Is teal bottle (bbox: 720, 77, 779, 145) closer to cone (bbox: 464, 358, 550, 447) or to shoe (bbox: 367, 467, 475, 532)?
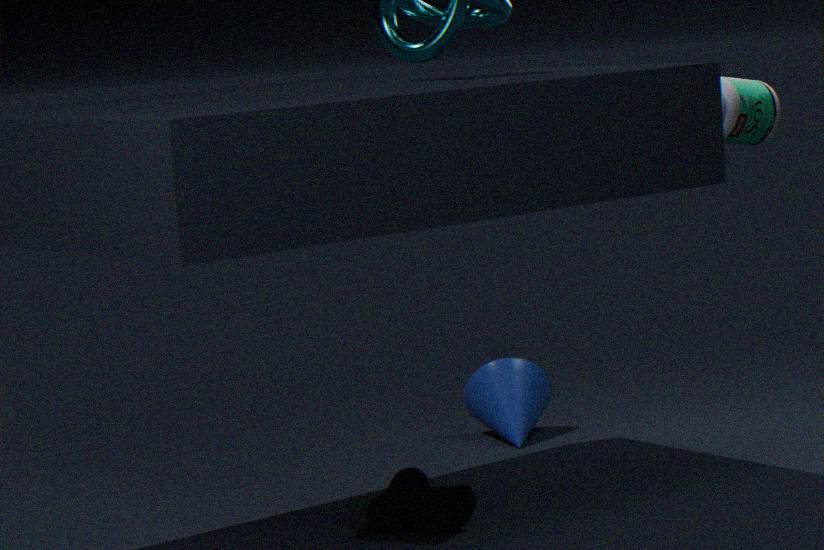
cone (bbox: 464, 358, 550, 447)
